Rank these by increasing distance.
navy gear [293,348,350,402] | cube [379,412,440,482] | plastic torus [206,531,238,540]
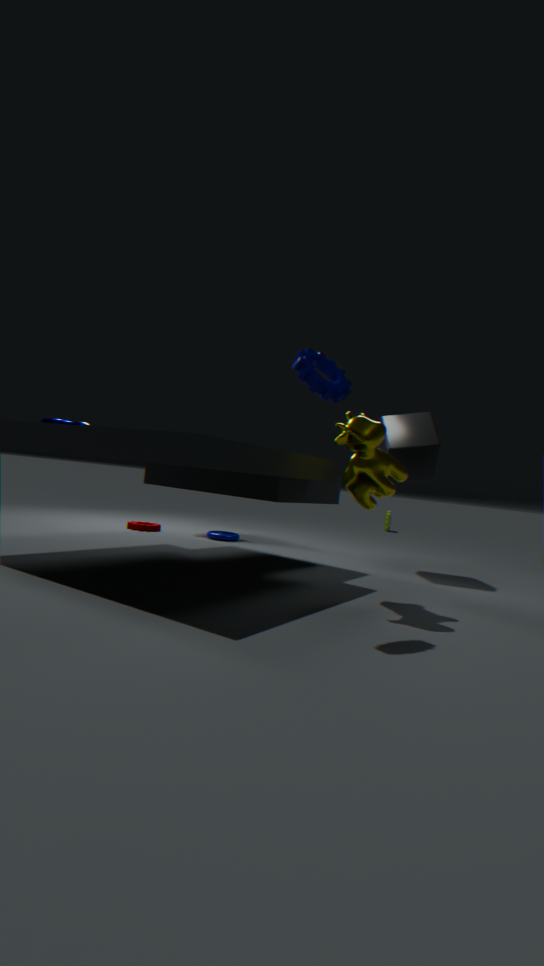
navy gear [293,348,350,402] < cube [379,412,440,482] < plastic torus [206,531,238,540]
